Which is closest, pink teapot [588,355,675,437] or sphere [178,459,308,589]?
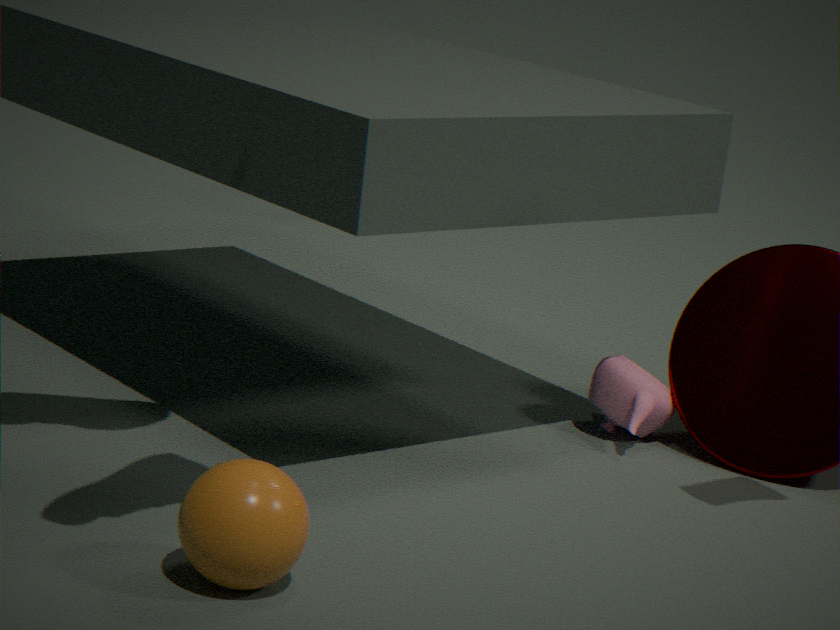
sphere [178,459,308,589]
